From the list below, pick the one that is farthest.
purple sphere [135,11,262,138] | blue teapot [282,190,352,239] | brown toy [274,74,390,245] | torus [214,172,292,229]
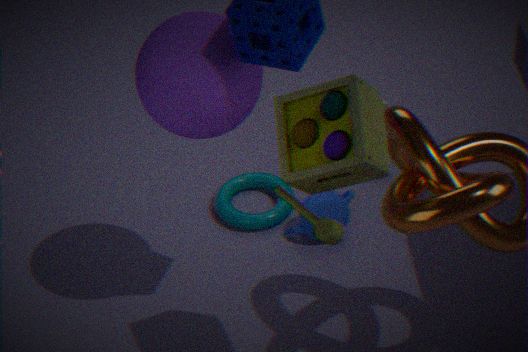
torus [214,172,292,229]
